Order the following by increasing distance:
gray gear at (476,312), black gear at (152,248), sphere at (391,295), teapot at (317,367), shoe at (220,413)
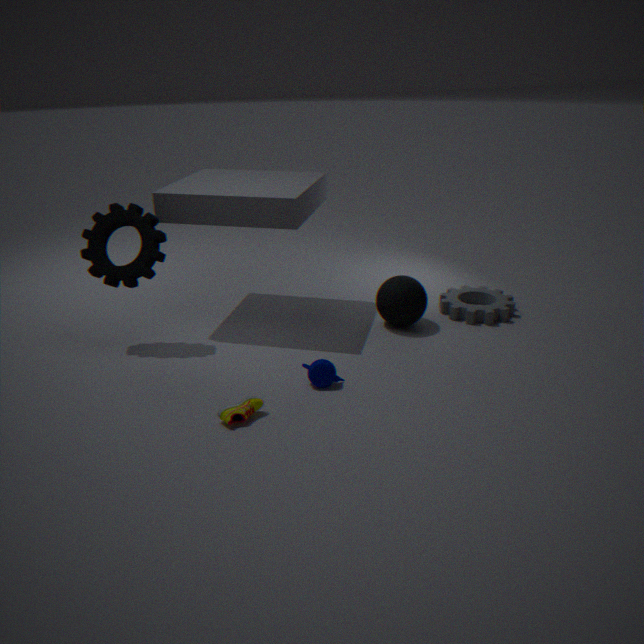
shoe at (220,413) → teapot at (317,367) → black gear at (152,248) → sphere at (391,295) → gray gear at (476,312)
